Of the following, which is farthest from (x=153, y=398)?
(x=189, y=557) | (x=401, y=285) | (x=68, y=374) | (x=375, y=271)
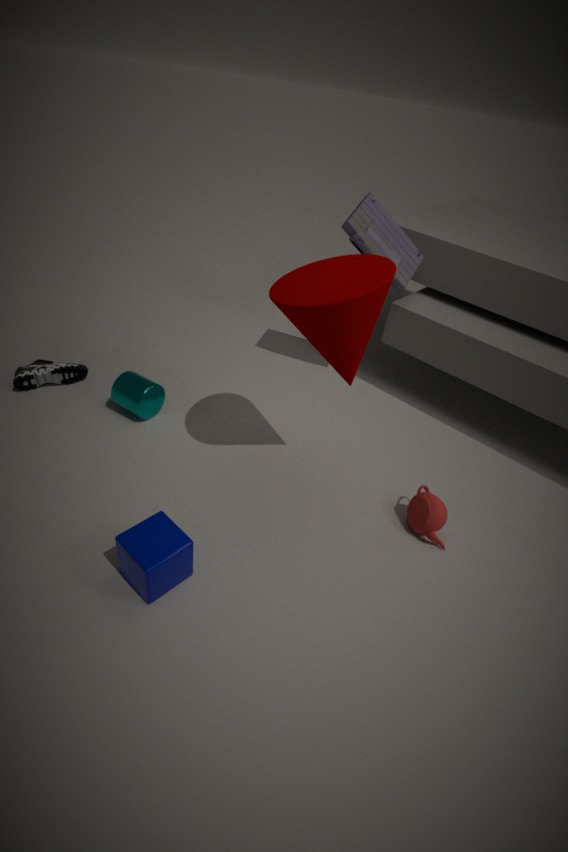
(x=401, y=285)
